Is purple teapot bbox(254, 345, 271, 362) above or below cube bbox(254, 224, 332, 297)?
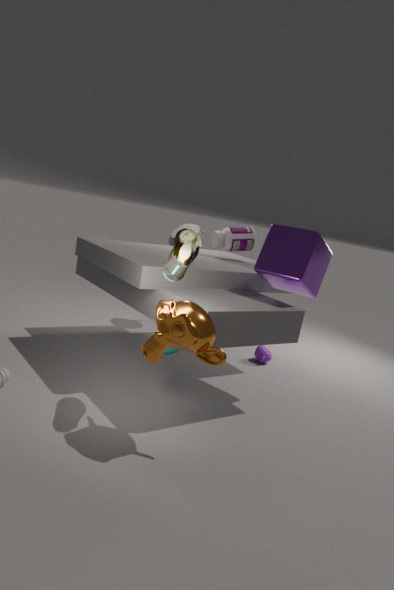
below
